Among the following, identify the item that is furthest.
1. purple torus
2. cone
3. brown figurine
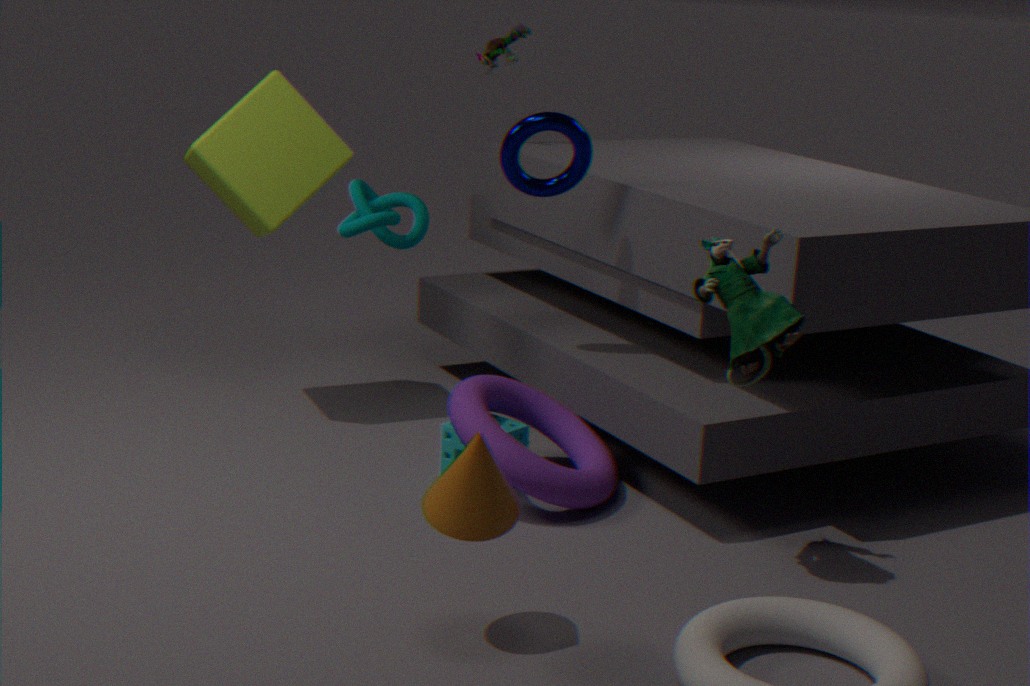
brown figurine
